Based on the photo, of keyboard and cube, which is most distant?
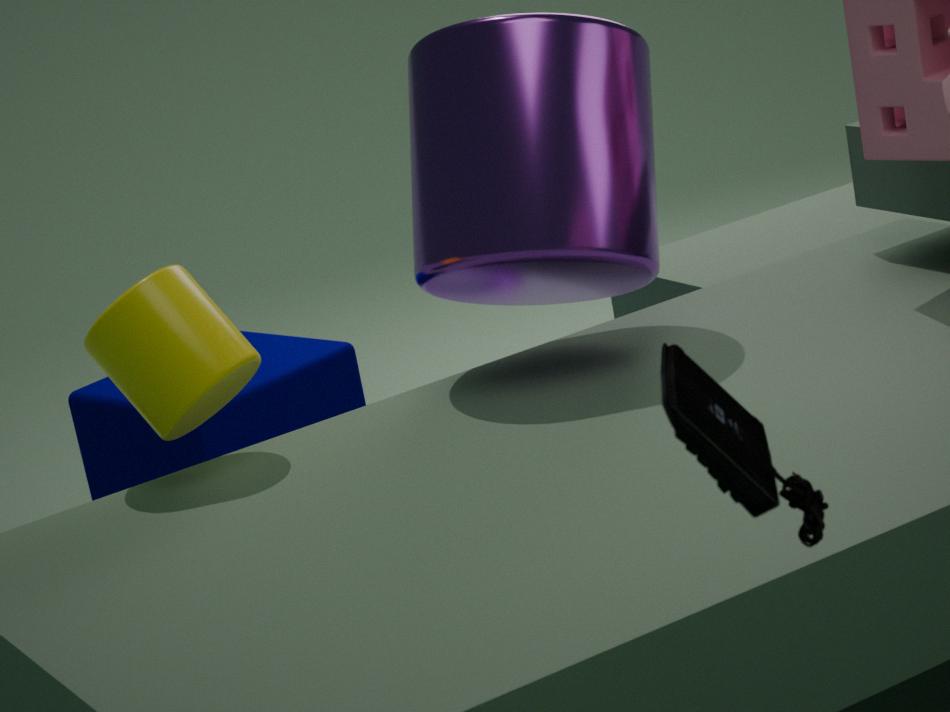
cube
